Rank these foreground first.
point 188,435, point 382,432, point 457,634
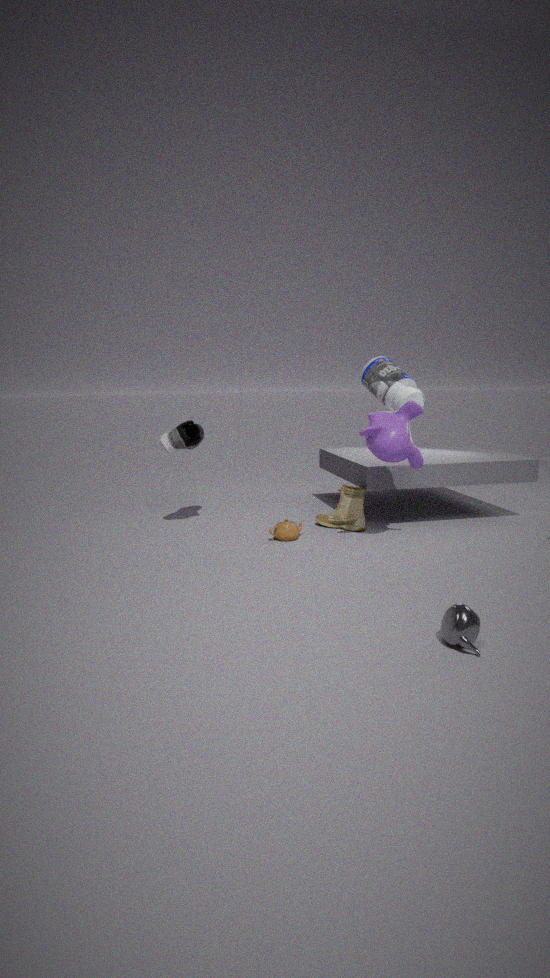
point 457,634
point 382,432
point 188,435
